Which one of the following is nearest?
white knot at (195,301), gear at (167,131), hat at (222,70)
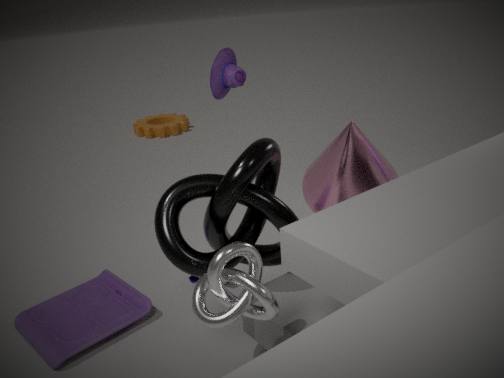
white knot at (195,301)
